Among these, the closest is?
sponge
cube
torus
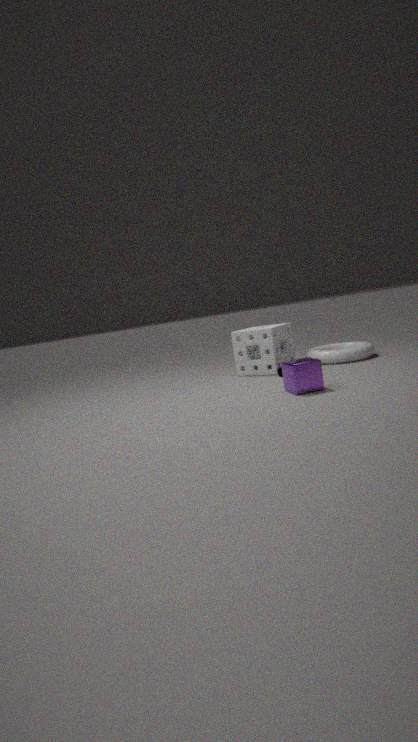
cube
